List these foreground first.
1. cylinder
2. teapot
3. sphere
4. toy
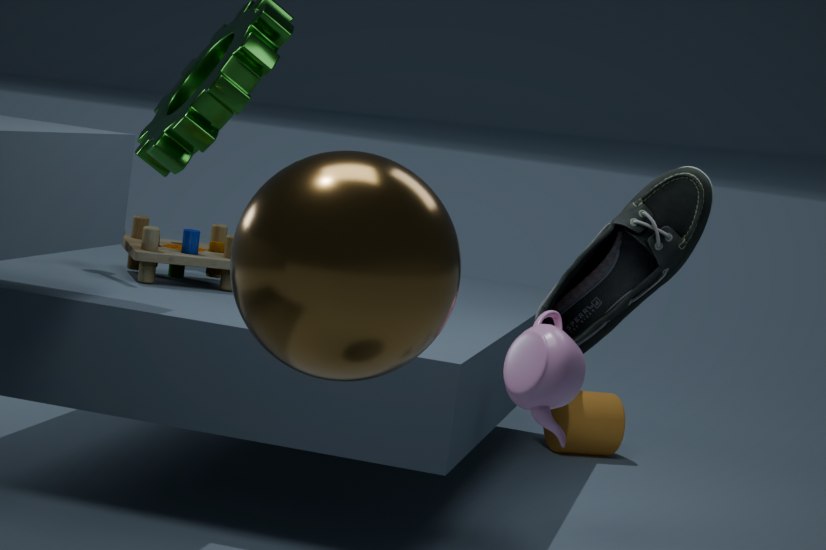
sphere → teapot → toy → cylinder
